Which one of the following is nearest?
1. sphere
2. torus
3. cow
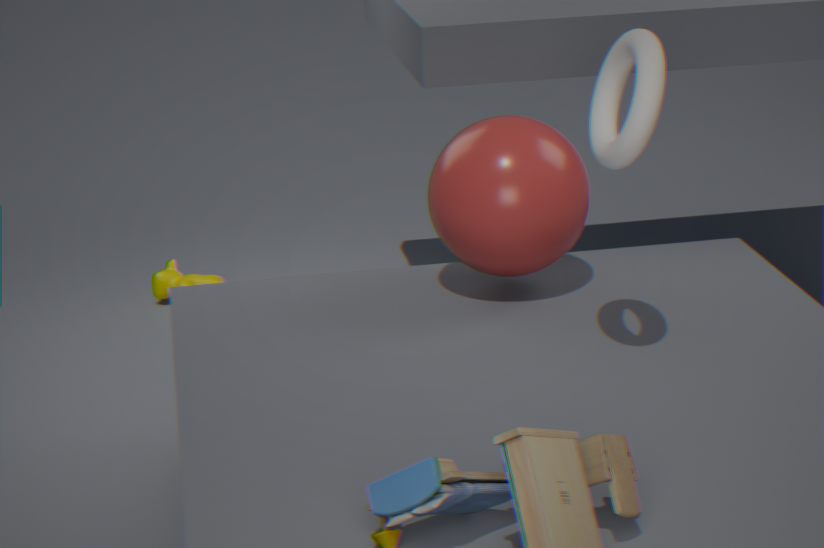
torus
